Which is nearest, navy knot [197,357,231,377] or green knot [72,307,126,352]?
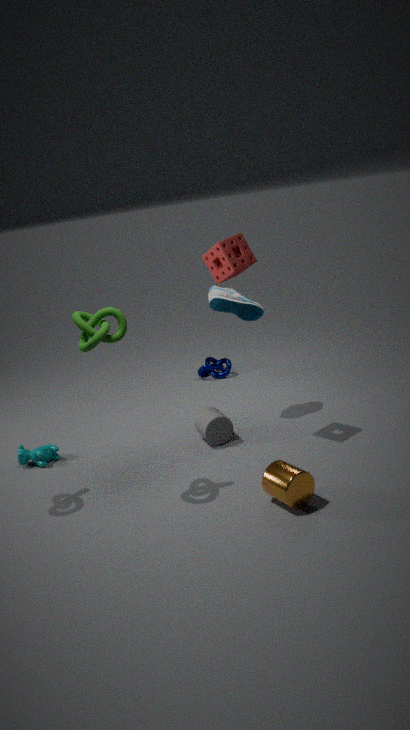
green knot [72,307,126,352]
